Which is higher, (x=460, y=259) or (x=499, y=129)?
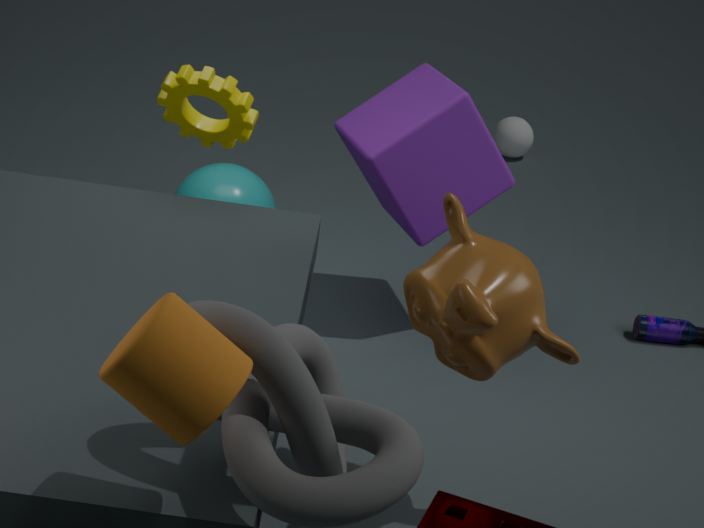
(x=460, y=259)
